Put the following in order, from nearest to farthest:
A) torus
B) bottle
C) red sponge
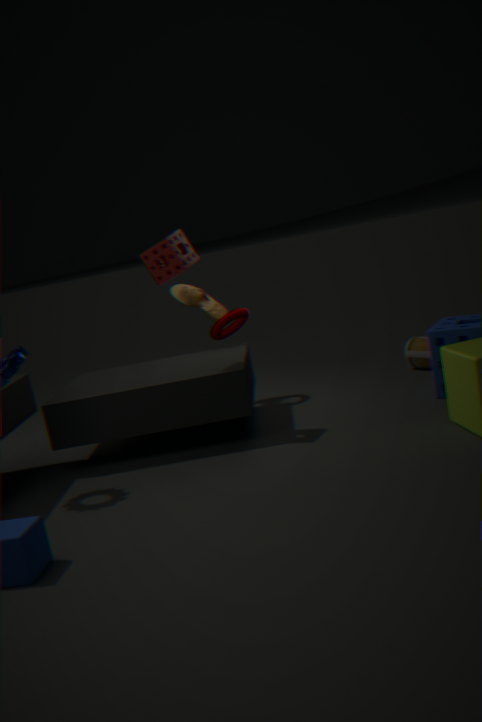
red sponge → torus → bottle
